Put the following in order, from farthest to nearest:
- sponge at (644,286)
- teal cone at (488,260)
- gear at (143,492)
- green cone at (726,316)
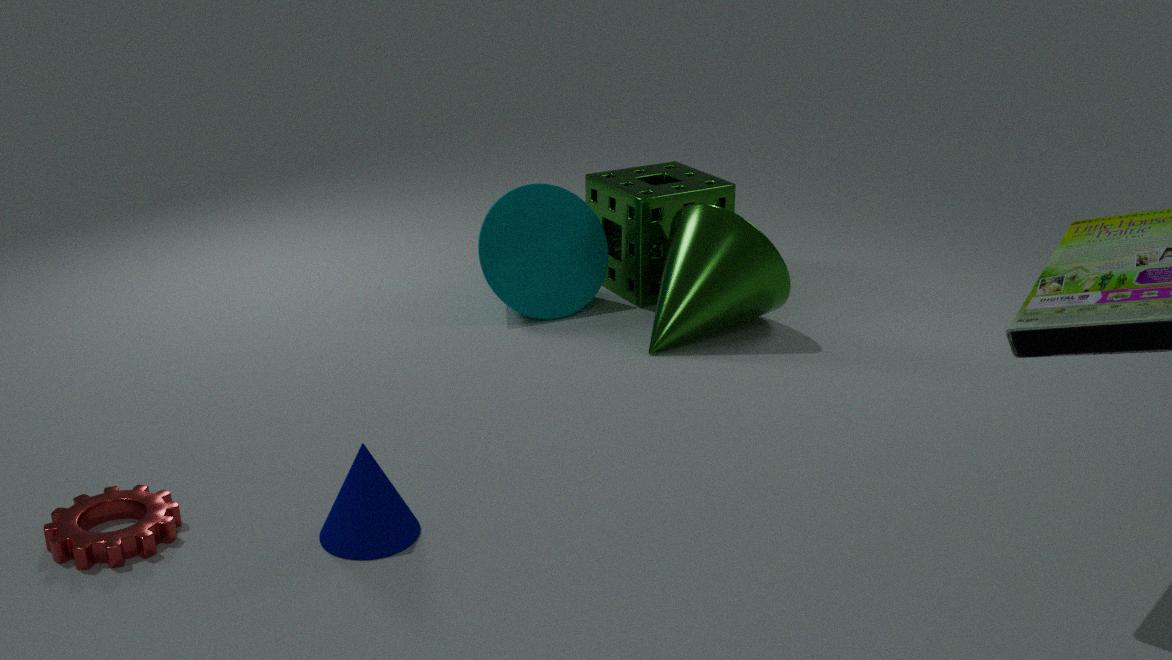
sponge at (644,286) < teal cone at (488,260) < green cone at (726,316) < gear at (143,492)
